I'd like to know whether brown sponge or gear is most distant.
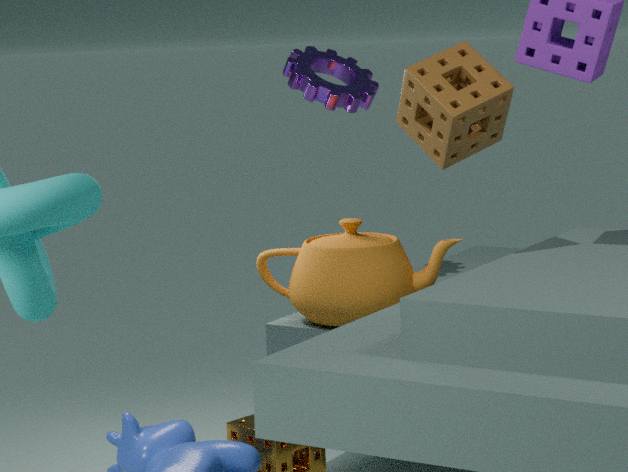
gear
